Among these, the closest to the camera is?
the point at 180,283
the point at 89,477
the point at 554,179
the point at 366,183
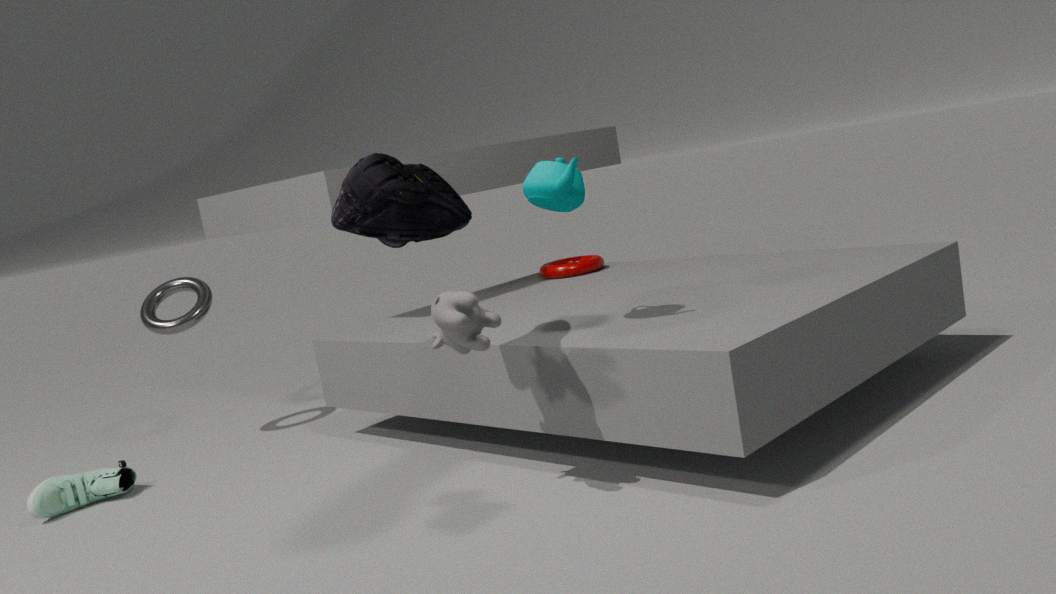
the point at 366,183
